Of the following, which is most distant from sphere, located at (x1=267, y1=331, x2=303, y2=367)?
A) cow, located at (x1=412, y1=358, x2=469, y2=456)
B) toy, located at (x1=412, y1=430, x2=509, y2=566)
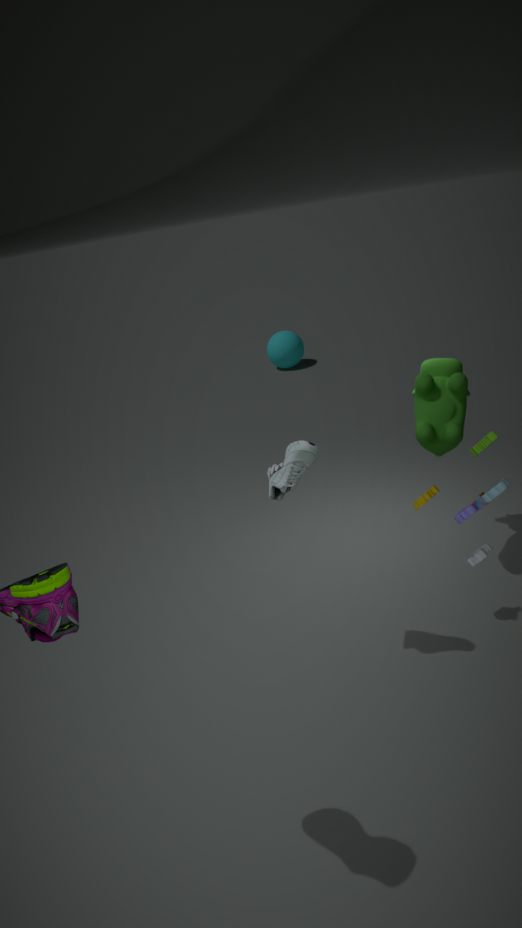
toy, located at (x1=412, y1=430, x2=509, y2=566)
